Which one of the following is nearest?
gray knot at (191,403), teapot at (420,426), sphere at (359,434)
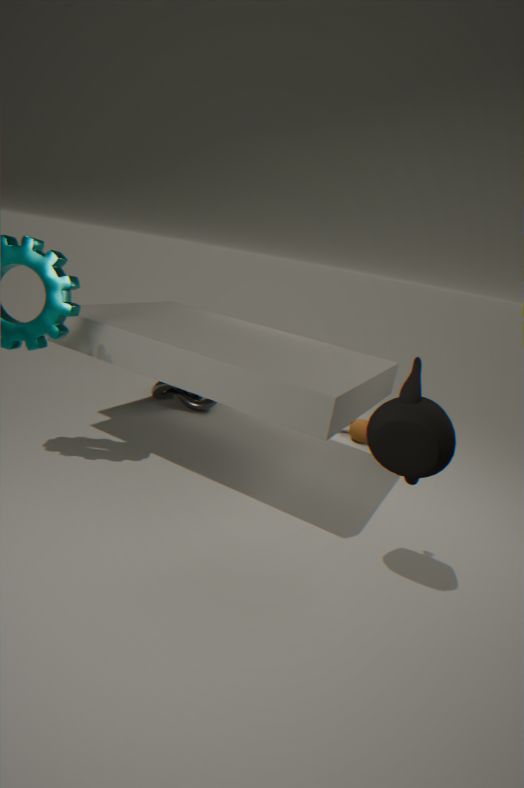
teapot at (420,426)
